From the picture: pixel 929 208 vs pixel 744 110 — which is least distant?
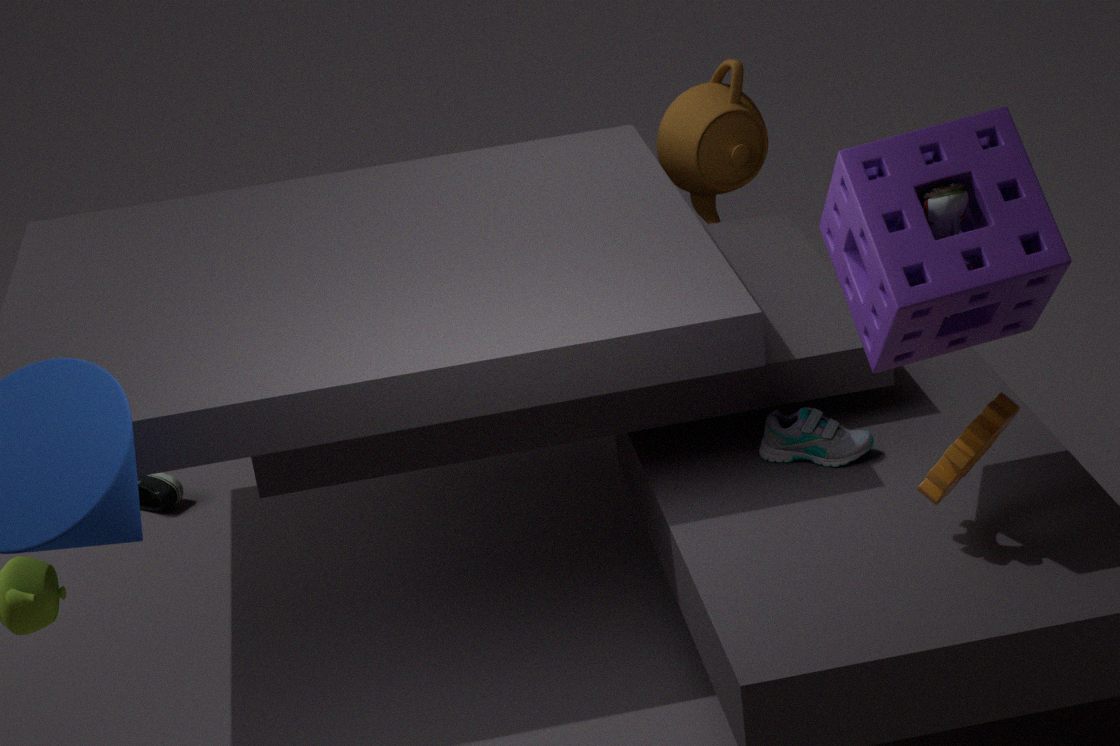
pixel 929 208
